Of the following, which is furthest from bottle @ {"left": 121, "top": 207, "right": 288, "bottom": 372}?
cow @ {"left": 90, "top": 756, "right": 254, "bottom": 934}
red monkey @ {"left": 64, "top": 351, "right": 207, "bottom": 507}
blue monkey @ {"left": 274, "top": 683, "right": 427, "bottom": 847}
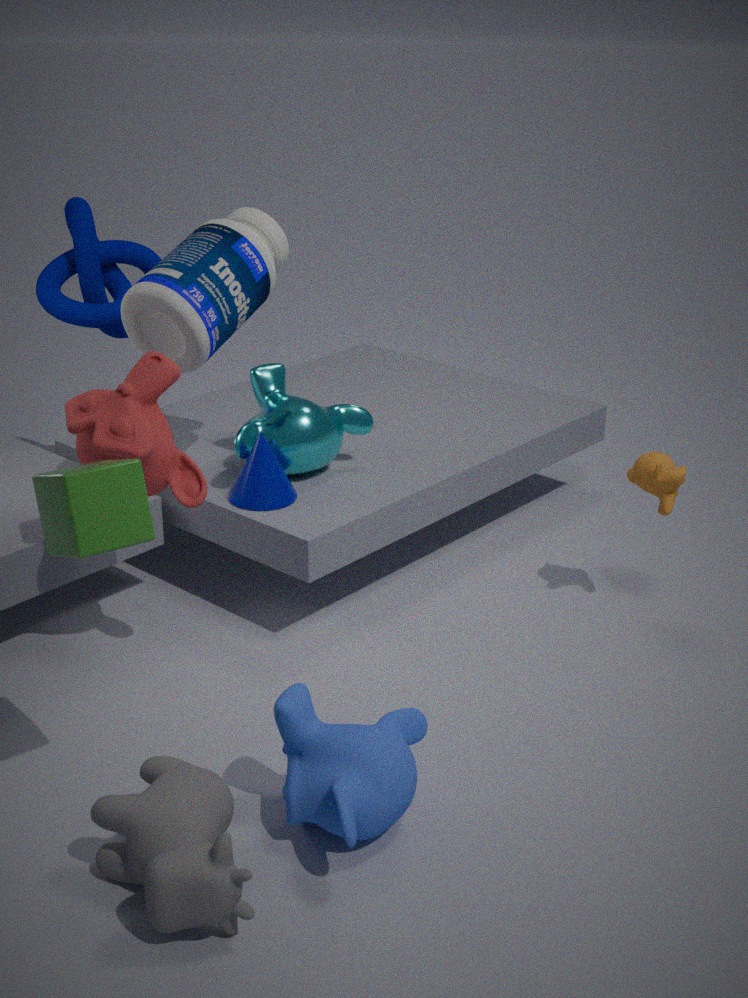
cow @ {"left": 90, "top": 756, "right": 254, "bottom": 934}
